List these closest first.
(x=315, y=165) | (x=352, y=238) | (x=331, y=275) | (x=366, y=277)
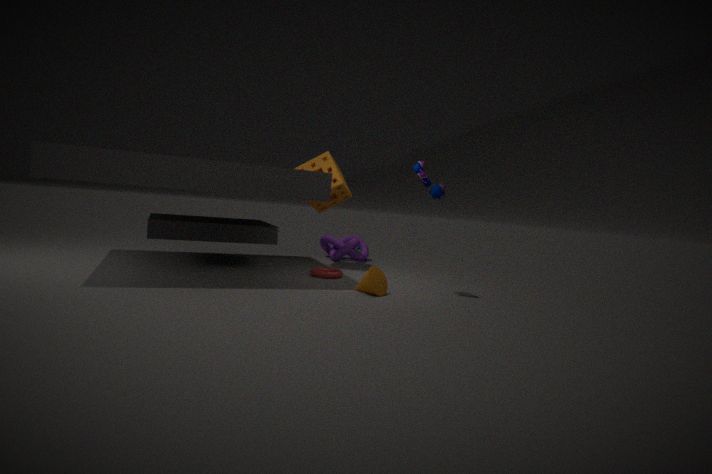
(x=366, y=277) → (x=331, y=275) → (x=315, y=165) → (x=352, y=238)
